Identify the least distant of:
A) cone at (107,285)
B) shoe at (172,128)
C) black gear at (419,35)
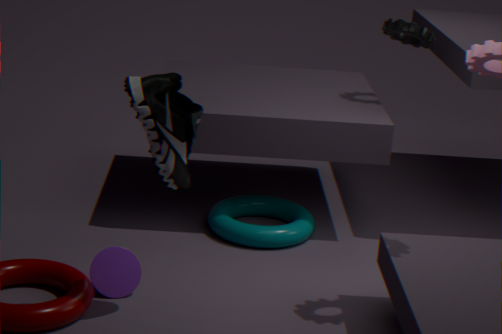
shoe at (172,128)
